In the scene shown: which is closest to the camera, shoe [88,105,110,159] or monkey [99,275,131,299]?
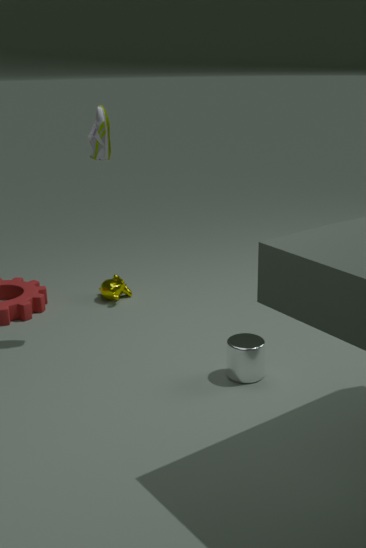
shoe [88,105,110,159]
